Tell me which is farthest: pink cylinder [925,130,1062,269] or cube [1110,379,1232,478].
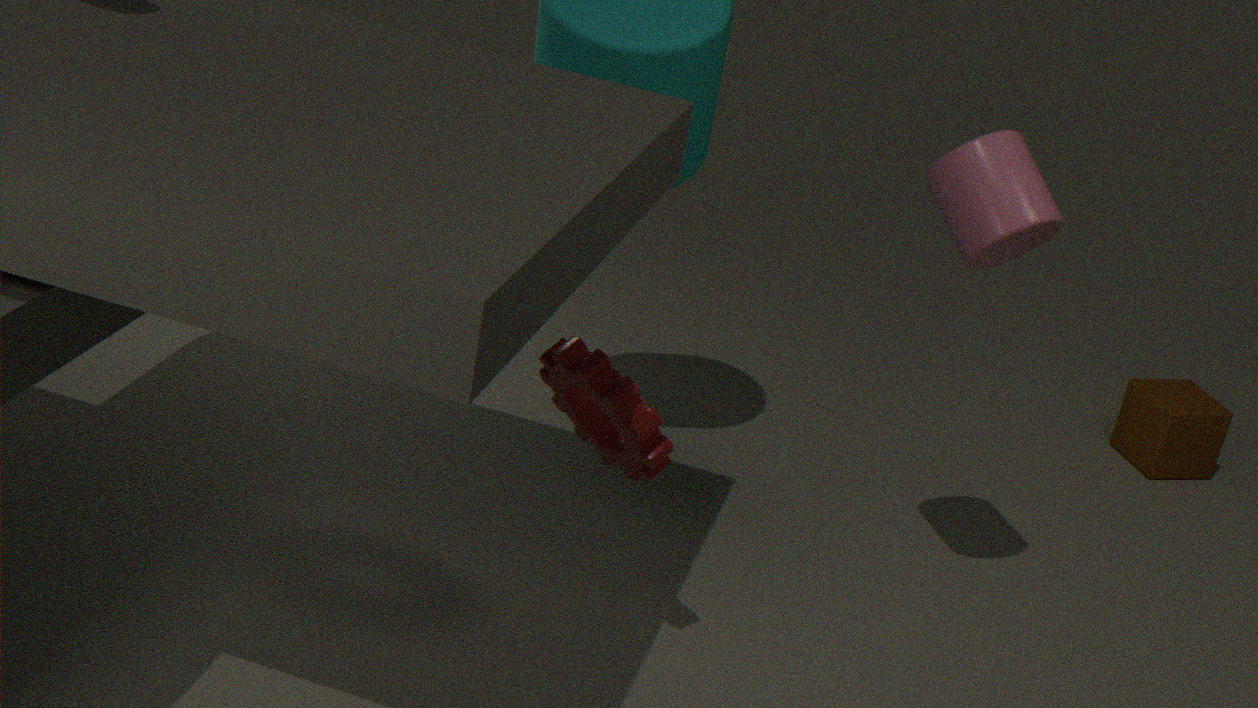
cube [1110,379,1232,478]
